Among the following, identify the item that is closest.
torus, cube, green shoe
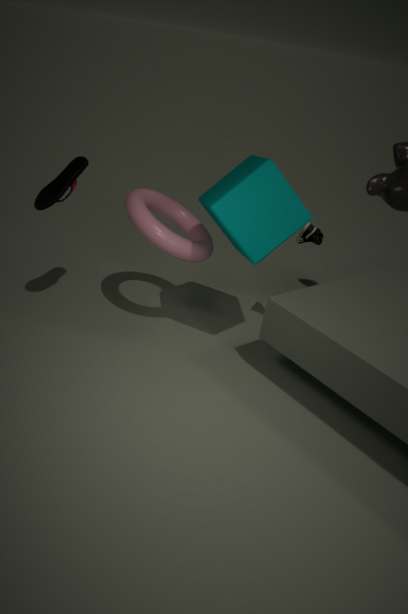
cube
